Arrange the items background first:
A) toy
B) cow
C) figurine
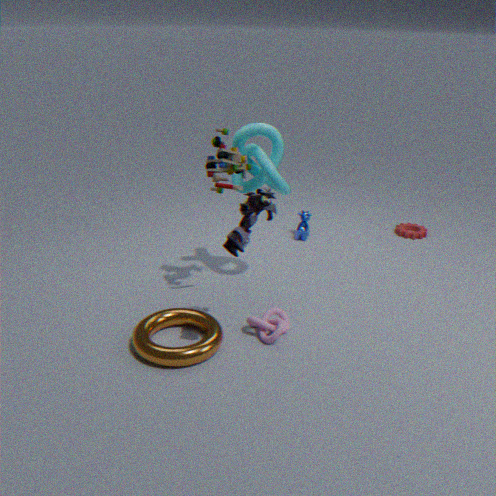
cow → toy → figurine
